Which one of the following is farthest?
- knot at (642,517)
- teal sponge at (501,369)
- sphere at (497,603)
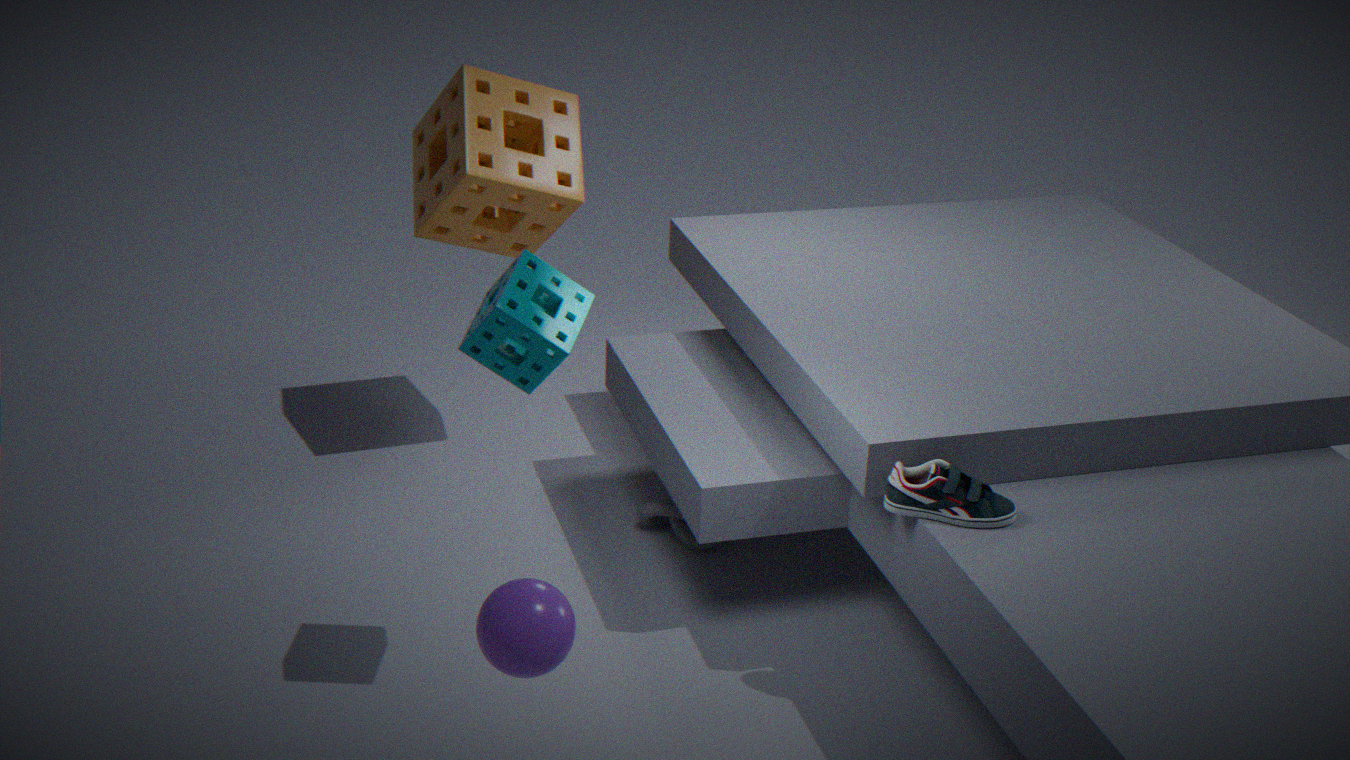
knot at (642,517)
